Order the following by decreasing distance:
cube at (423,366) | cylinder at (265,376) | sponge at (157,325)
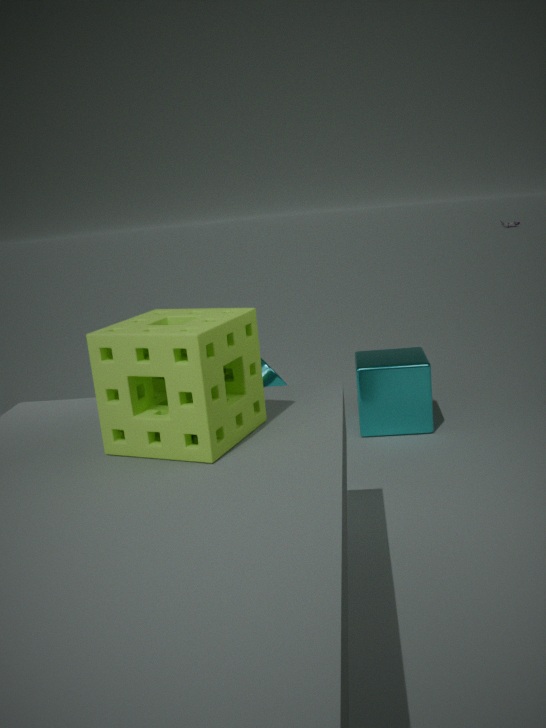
cube at (423,366), cylinder at (265,376), sponge at (157,325)
